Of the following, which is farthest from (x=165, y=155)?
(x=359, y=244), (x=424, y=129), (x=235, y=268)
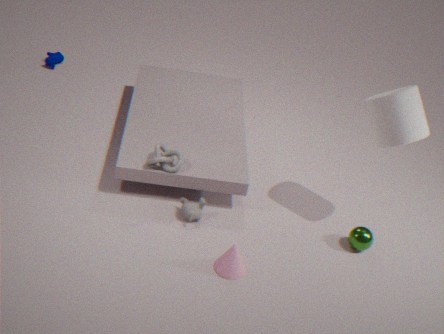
(x=424, y=129)
